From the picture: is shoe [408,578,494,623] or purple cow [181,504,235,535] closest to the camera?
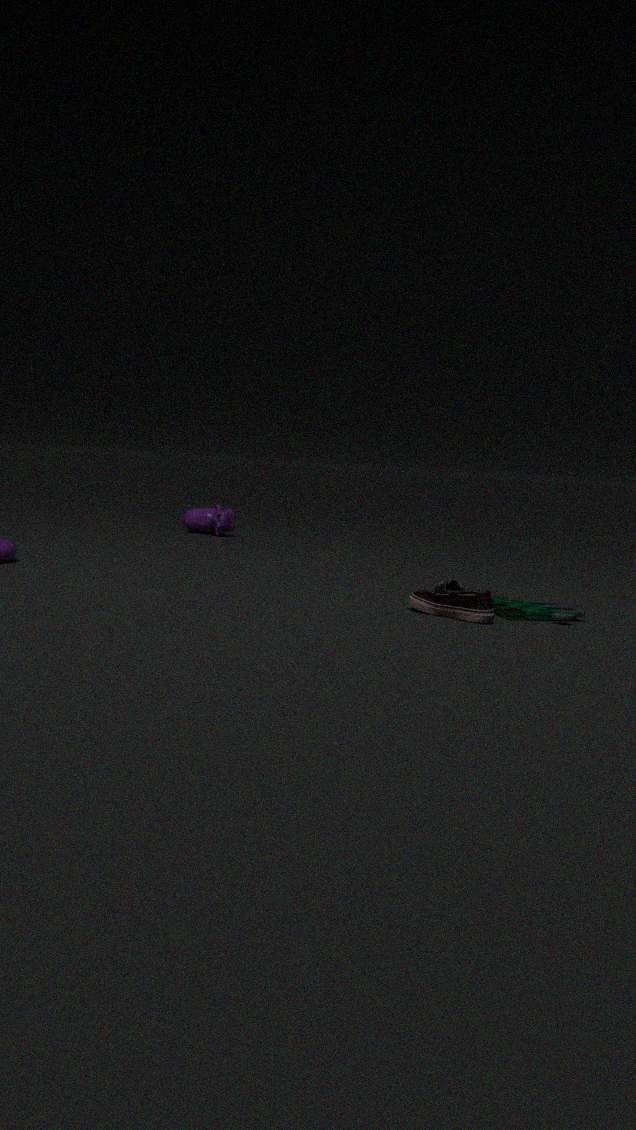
shoe [408,578,494,623]
